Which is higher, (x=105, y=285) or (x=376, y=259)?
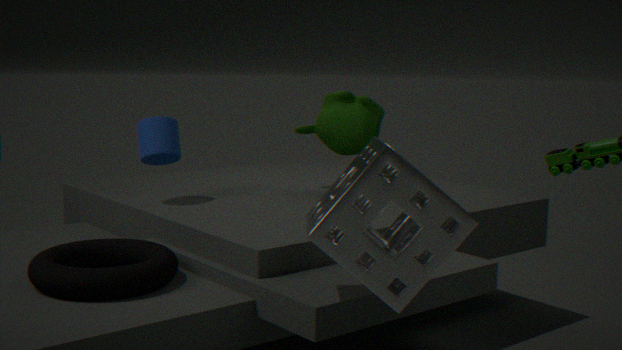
(x=376, y=259)
